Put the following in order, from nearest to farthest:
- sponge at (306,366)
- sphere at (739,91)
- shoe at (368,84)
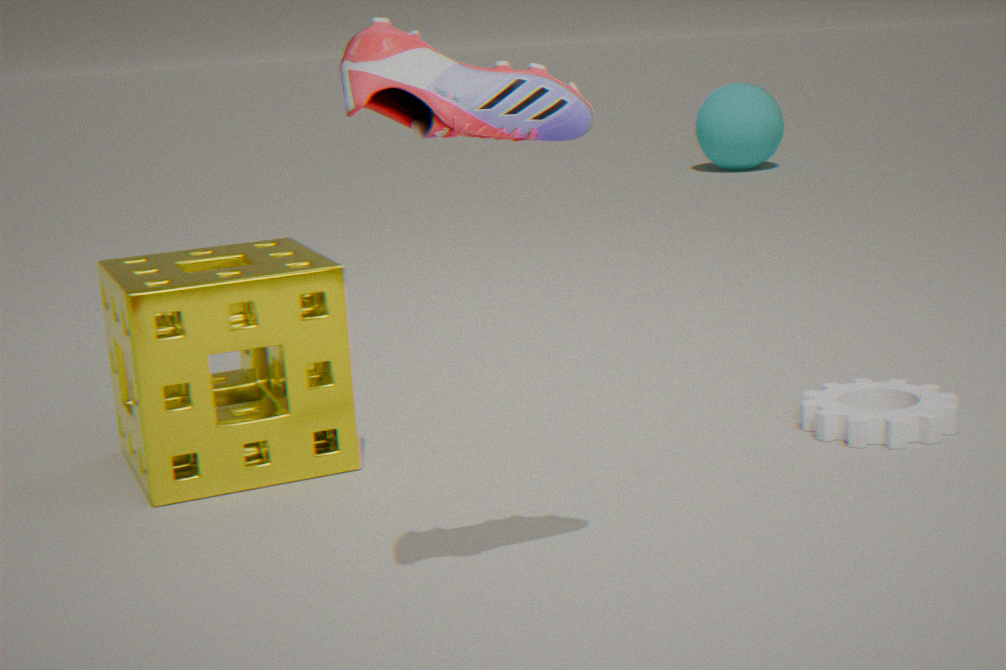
shoe at (368,84) → sponge at (306,366) → sphere at (739,91)
